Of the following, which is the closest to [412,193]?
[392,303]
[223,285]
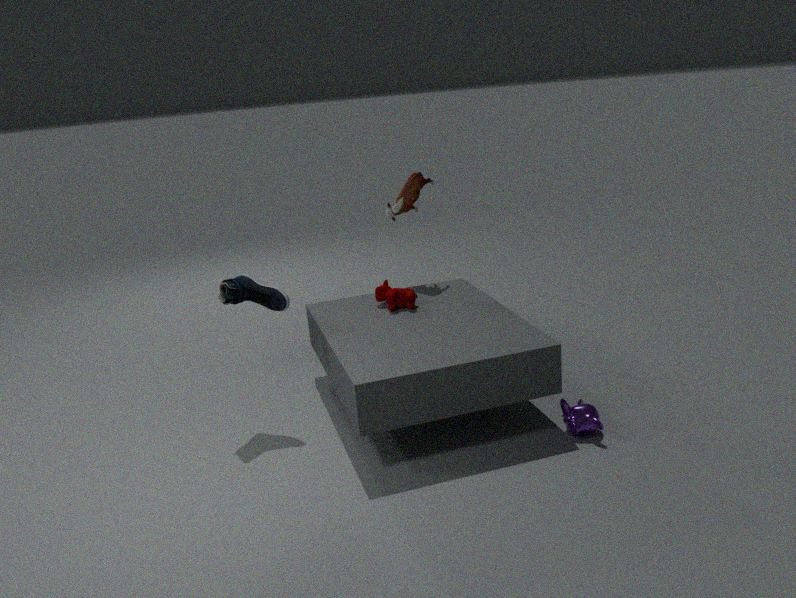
[392,303]
